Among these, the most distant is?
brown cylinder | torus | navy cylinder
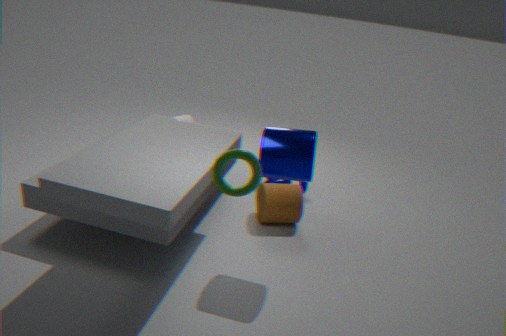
brown cylinder
